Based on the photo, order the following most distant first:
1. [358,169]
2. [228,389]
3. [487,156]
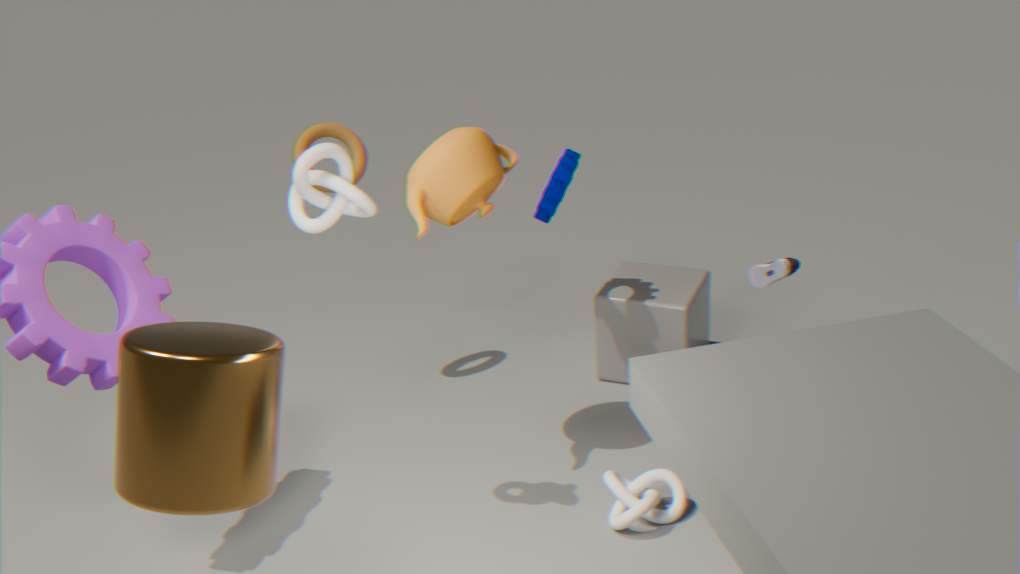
[358,169] < [487,156] < [228,389]
